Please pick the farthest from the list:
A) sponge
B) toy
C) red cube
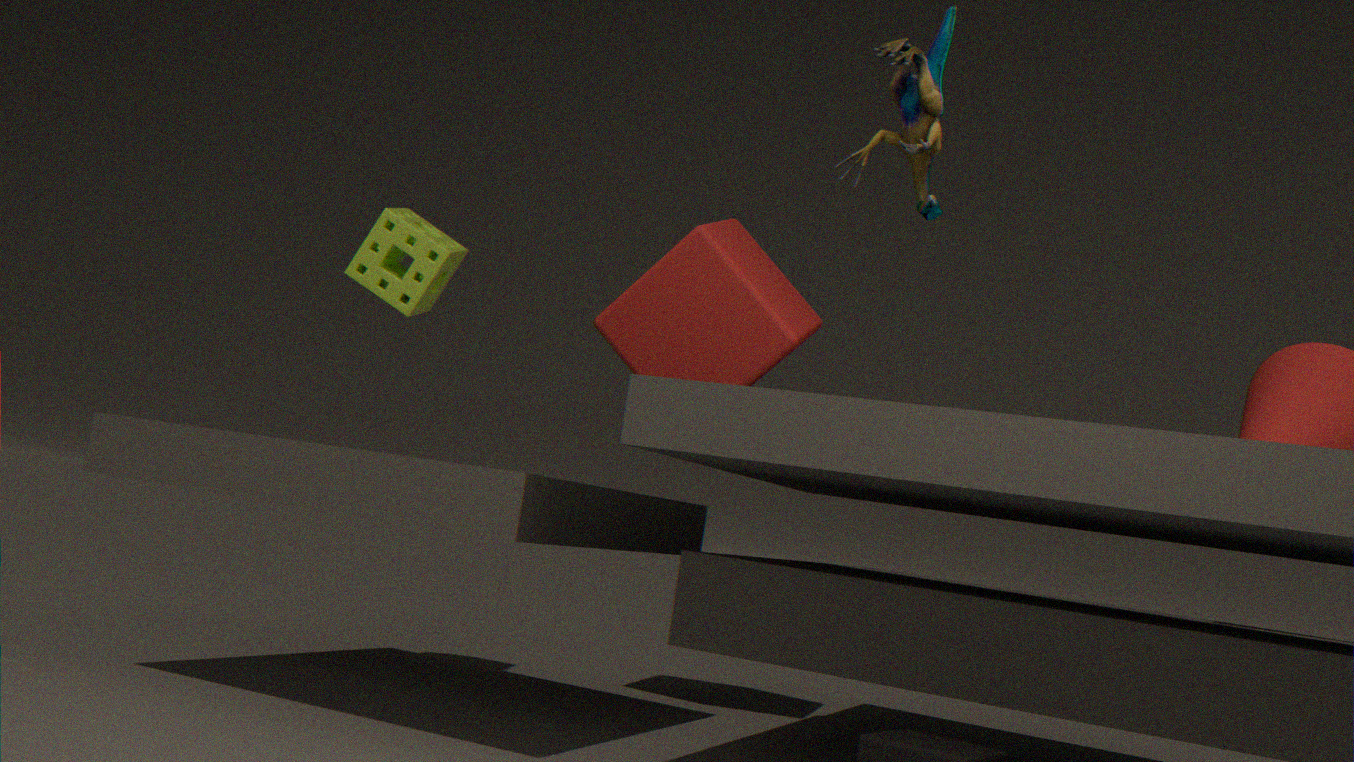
red cube
